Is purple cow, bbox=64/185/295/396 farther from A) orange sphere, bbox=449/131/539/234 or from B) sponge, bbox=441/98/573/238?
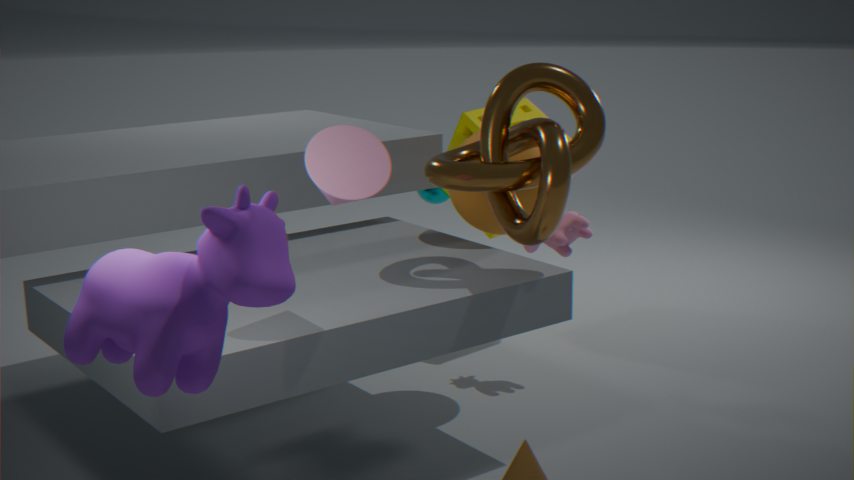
B) sponge, bbox=441/98/573/238
